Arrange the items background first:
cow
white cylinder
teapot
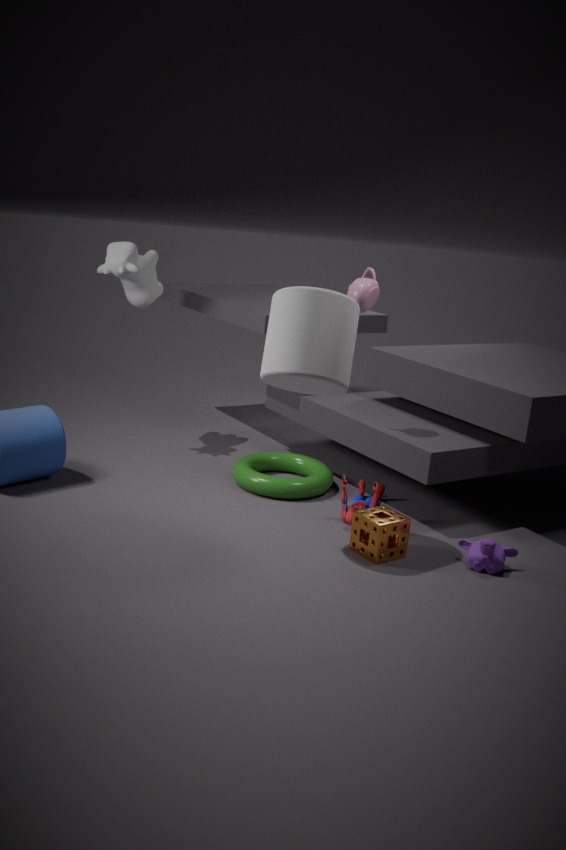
cow < teapot < white cylinder
